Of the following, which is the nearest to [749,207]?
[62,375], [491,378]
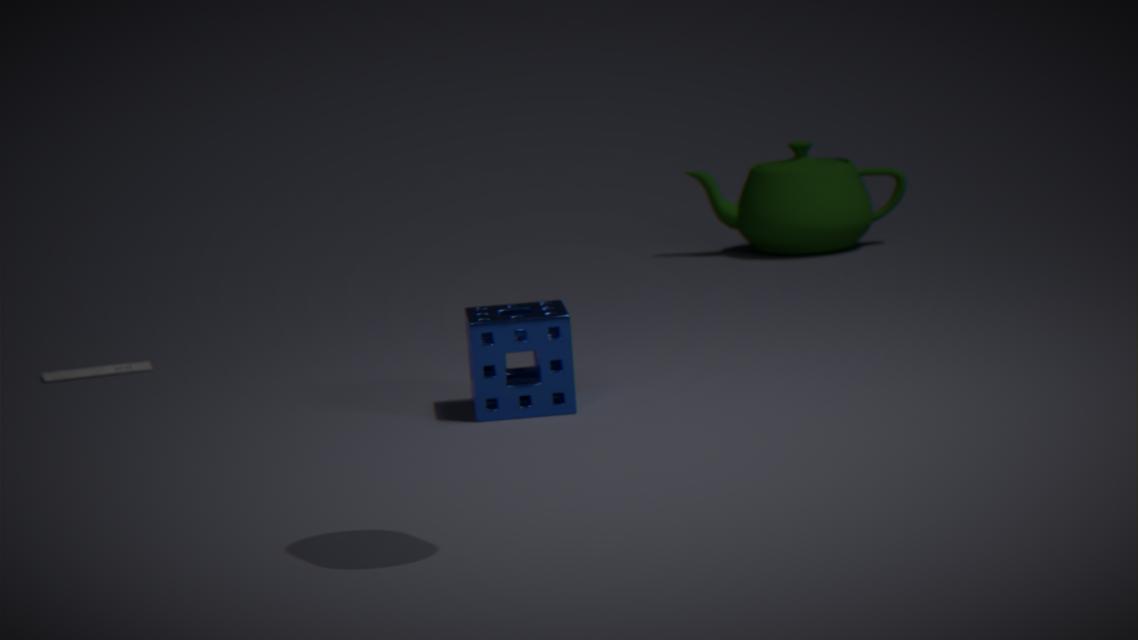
[491,378]
